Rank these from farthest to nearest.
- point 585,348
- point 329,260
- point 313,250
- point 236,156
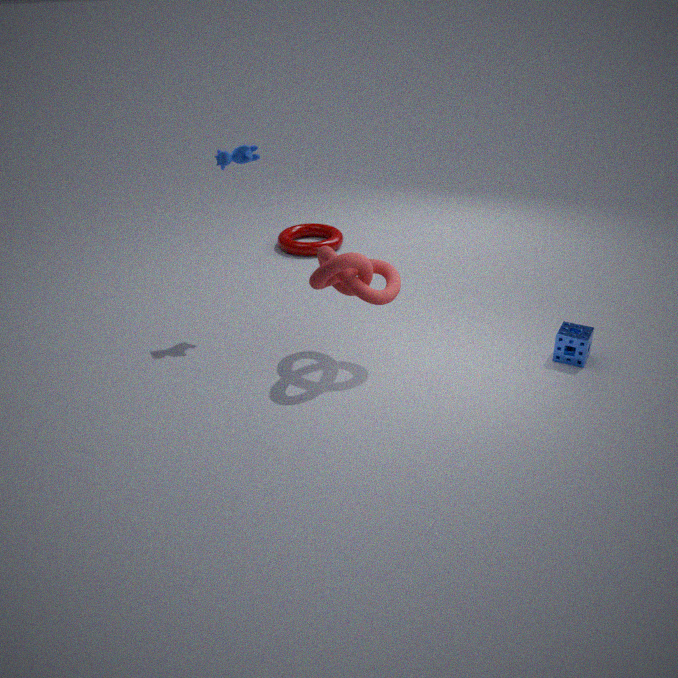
point 313,250, point 236,156, point 585,348, point 329,260
